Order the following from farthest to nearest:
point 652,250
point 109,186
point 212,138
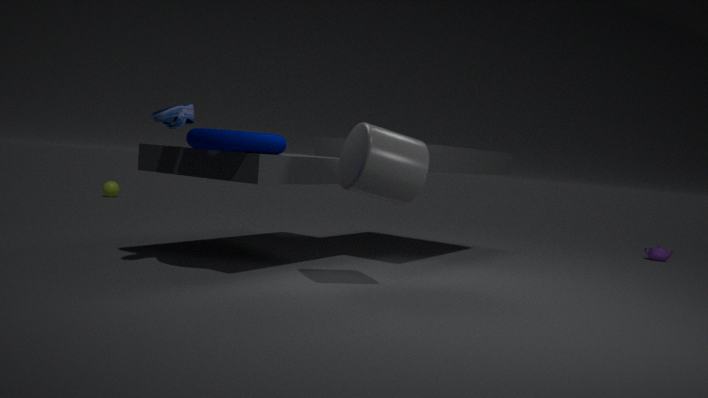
1. point 109,186
2. point 652,250
3. point 212,138
